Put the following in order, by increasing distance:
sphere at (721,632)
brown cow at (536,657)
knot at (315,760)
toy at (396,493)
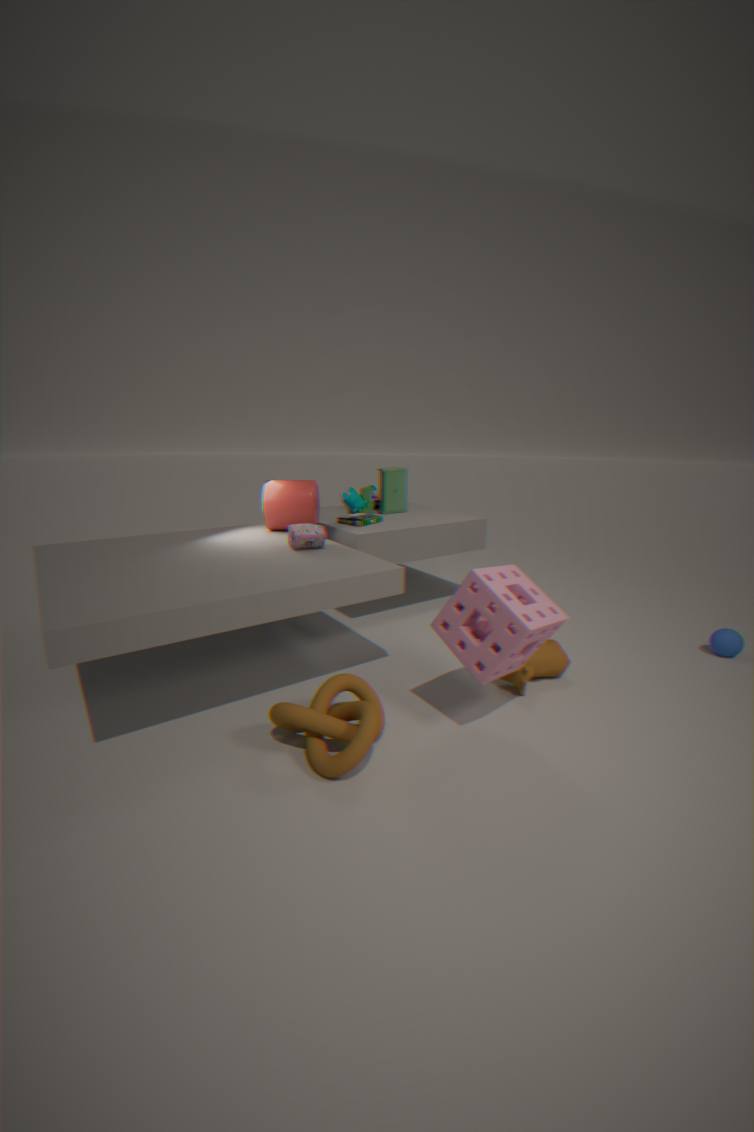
knot at (315,760), brown cow at (536,657), sphere at (721,632), toy at (396,493)
